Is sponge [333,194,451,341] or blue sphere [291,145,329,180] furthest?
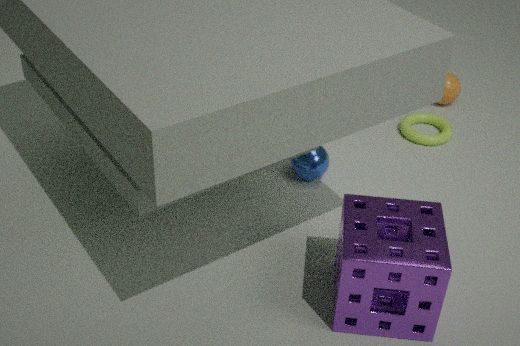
blue sphere [291,145,329,180]
